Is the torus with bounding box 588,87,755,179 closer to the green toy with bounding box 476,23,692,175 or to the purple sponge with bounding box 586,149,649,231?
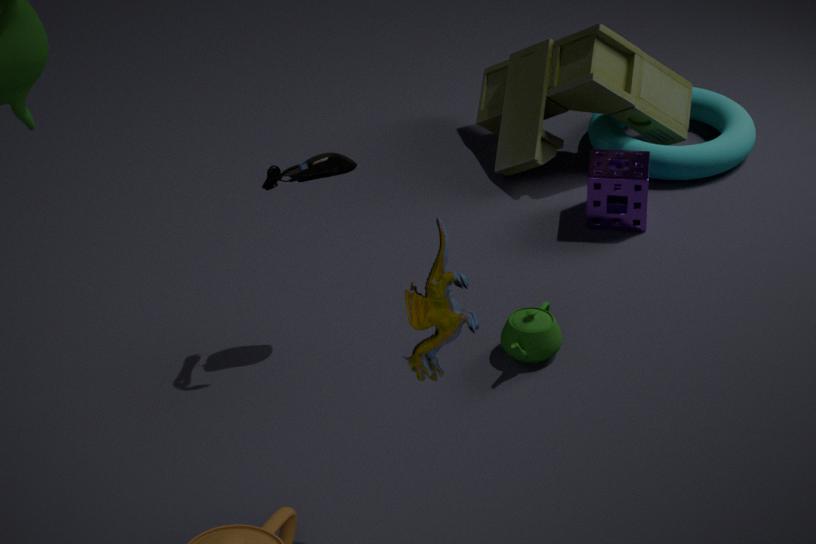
the green toy with bounding box 476,23,692,175
